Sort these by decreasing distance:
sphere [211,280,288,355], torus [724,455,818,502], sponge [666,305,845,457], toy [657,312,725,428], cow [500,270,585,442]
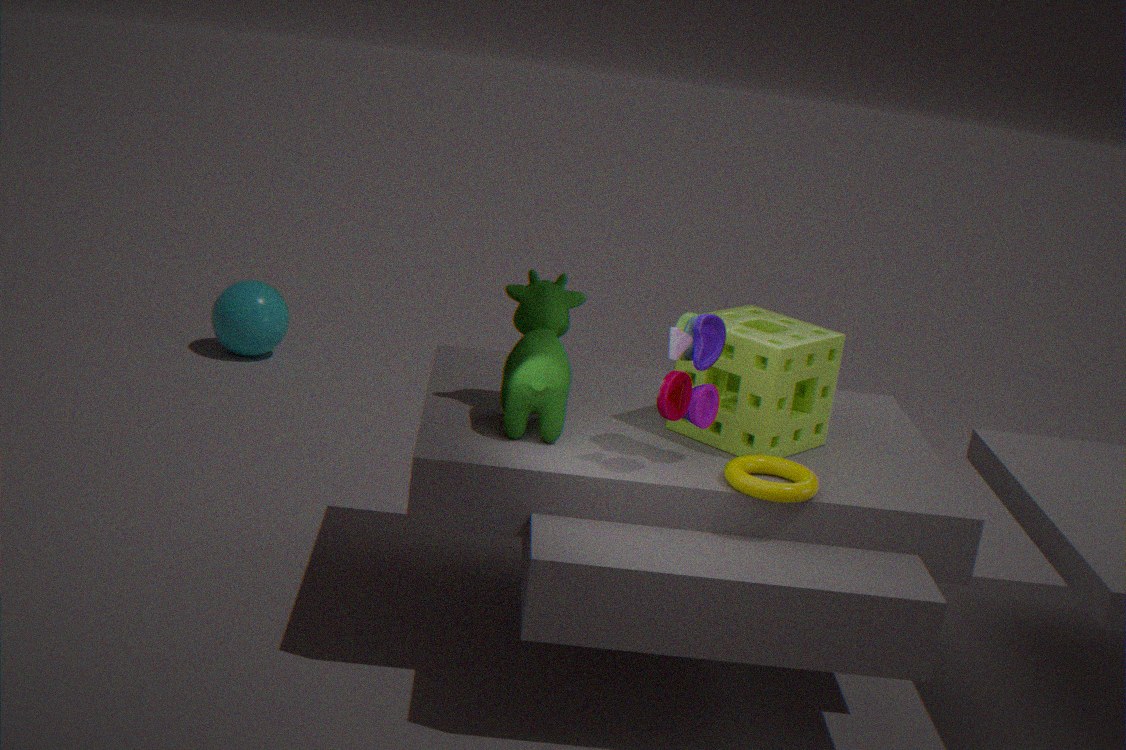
1. sphere [211,280,288,355]
2. sponge [666,305,845,457]
3. cow [500,270,585,442]
4. torus [724,455,818,502]
5. toy [657,312,725,428]
